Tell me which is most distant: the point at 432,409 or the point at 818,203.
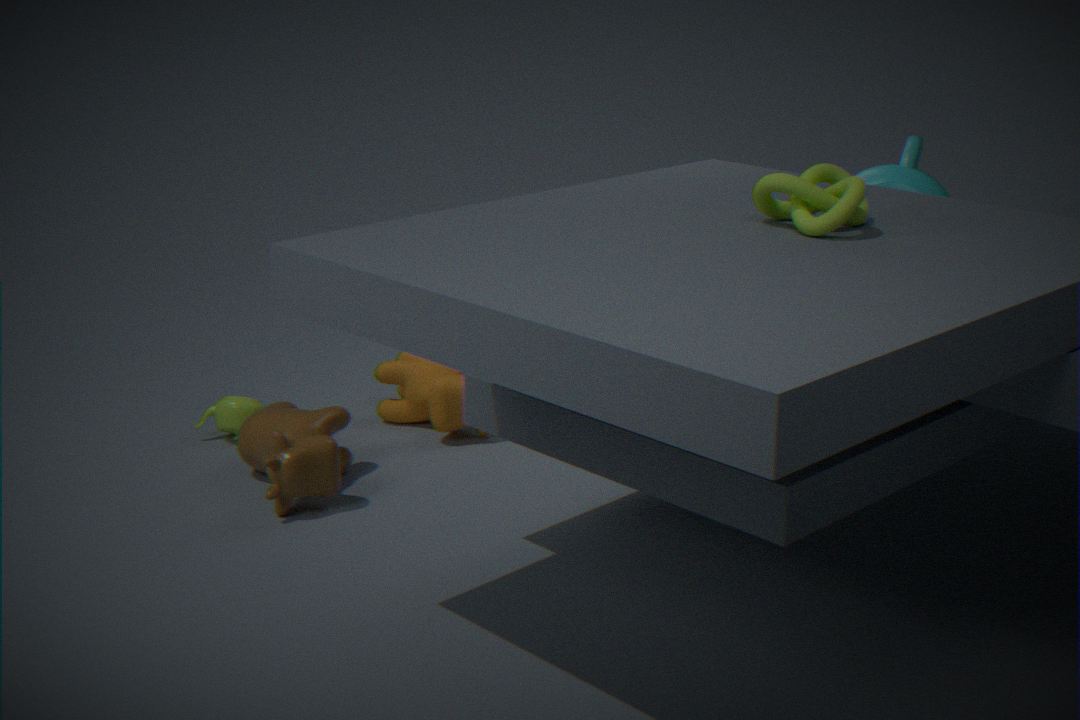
the point at 432,409
